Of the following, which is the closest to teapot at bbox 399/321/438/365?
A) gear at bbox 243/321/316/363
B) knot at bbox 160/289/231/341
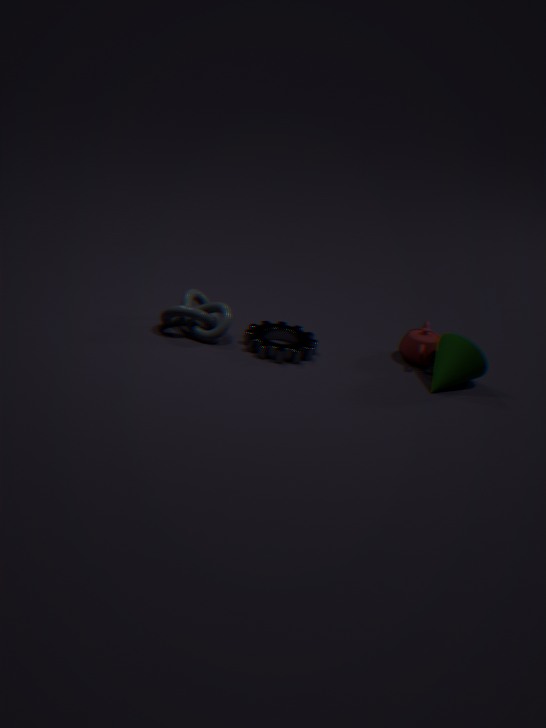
gear at bbox 243/321/316/363
